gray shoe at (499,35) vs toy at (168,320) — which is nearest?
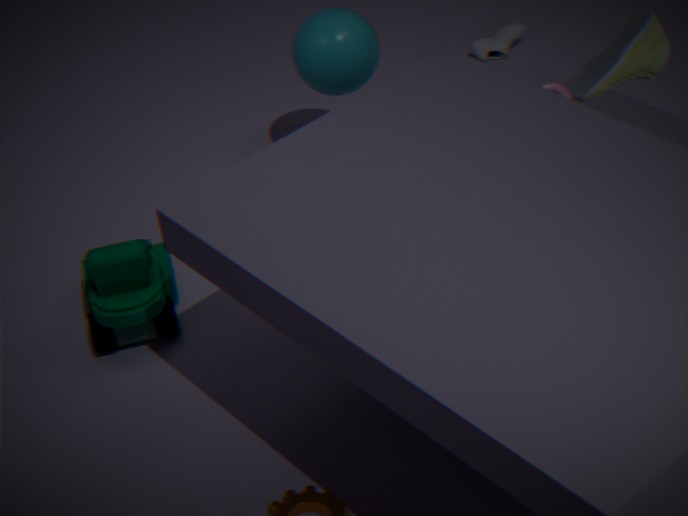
toy at (168,320)
